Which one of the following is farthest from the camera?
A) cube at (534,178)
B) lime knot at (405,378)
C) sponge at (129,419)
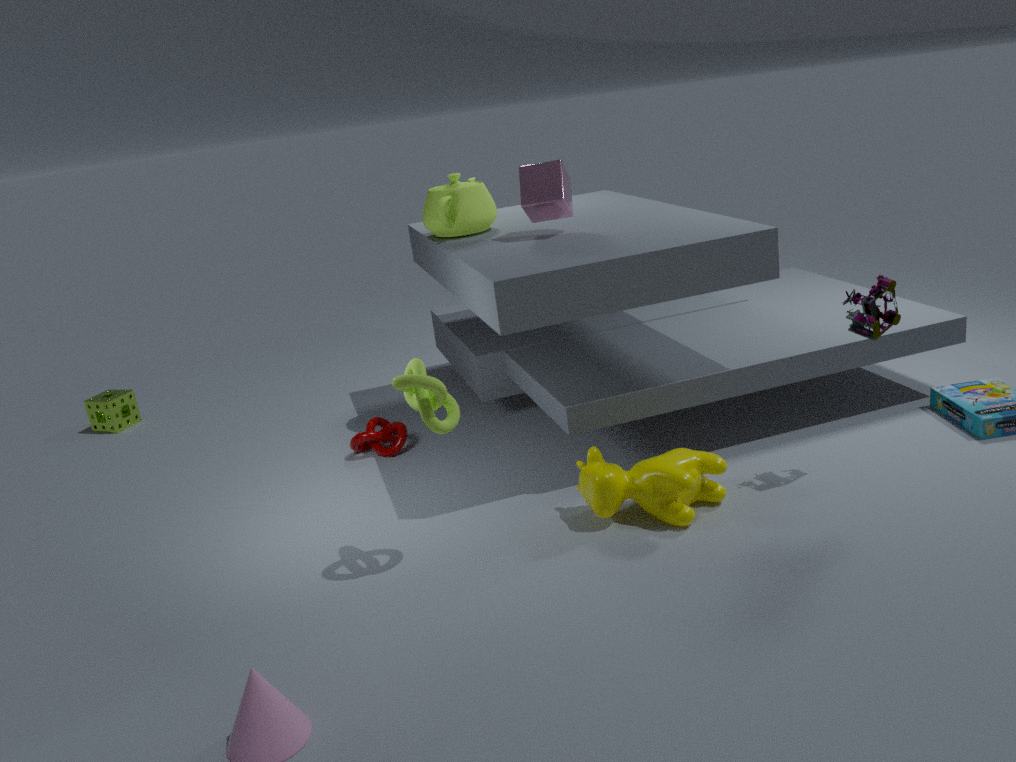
sponge at (129,419)
